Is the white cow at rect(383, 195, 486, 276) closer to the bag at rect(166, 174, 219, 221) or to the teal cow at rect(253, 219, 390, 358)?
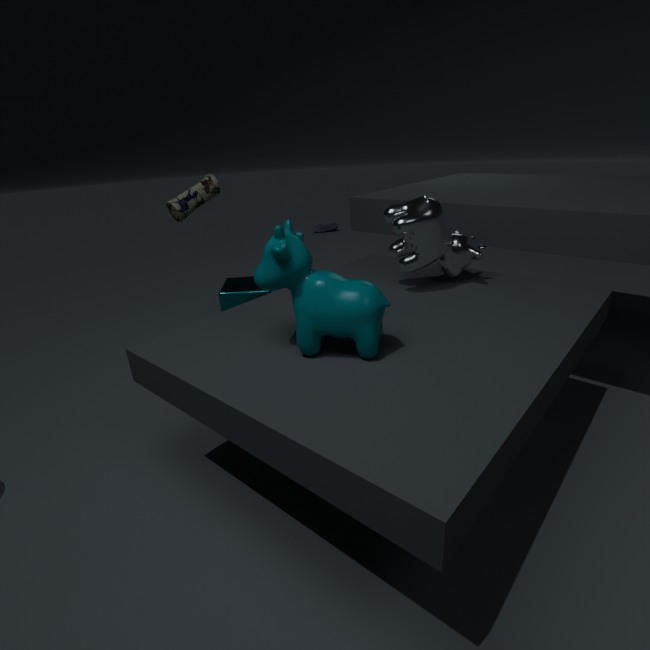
the teal cow at rect(253, 219, 390, 358)
